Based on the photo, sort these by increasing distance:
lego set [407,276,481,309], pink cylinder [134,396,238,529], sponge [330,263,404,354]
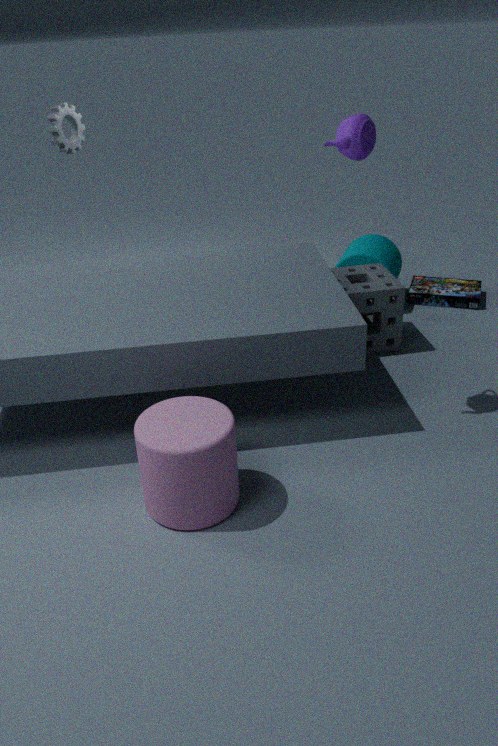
pink cylinder [134,396,238,529] < sponge [330,263,404,354] < lego set [407,276,481,309]
